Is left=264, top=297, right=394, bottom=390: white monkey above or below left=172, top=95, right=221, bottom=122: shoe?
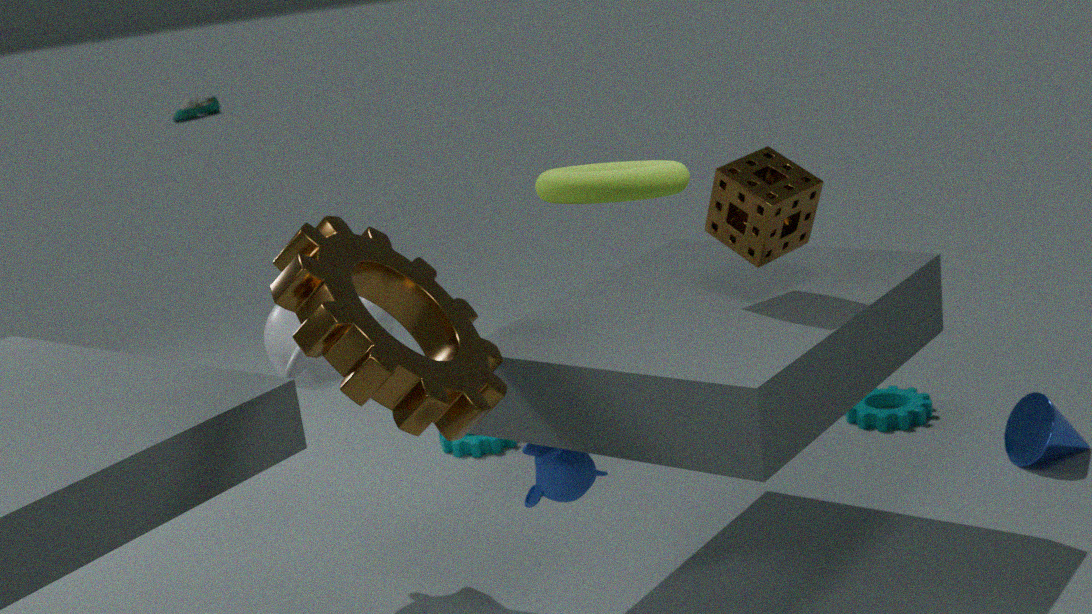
above
